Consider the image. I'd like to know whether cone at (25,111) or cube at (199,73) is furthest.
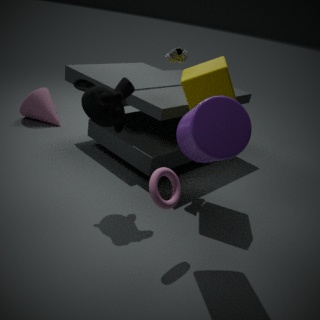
cone at (25,111)
